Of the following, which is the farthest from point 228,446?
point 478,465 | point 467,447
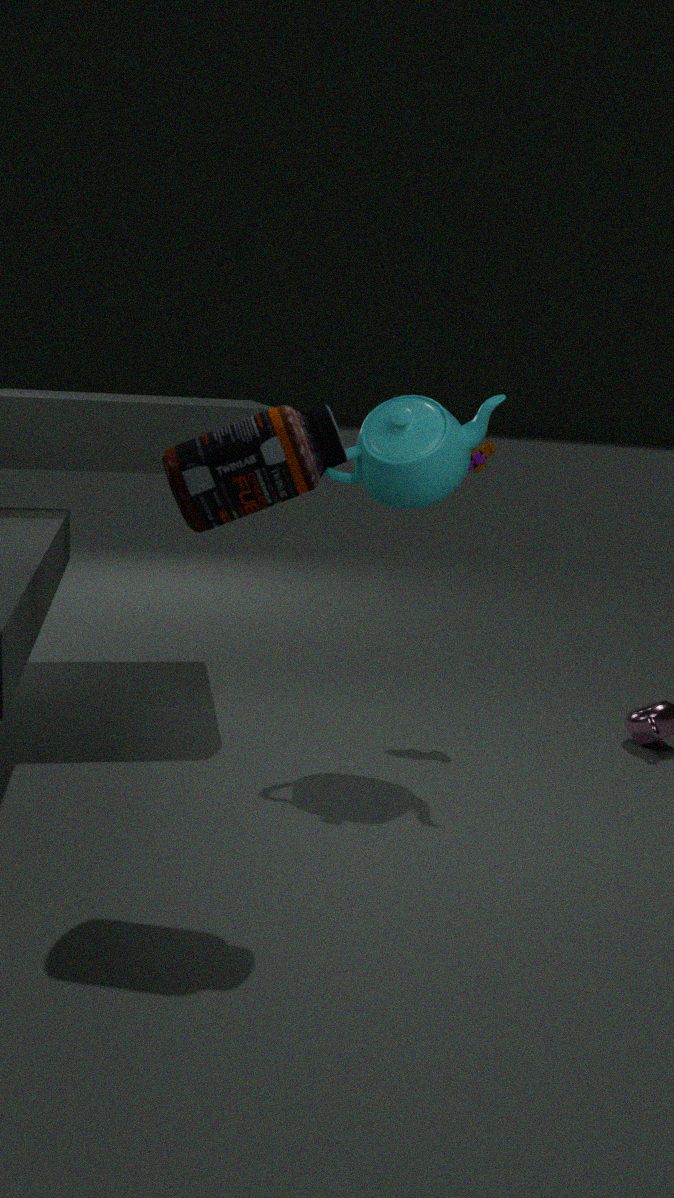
point 478,465
